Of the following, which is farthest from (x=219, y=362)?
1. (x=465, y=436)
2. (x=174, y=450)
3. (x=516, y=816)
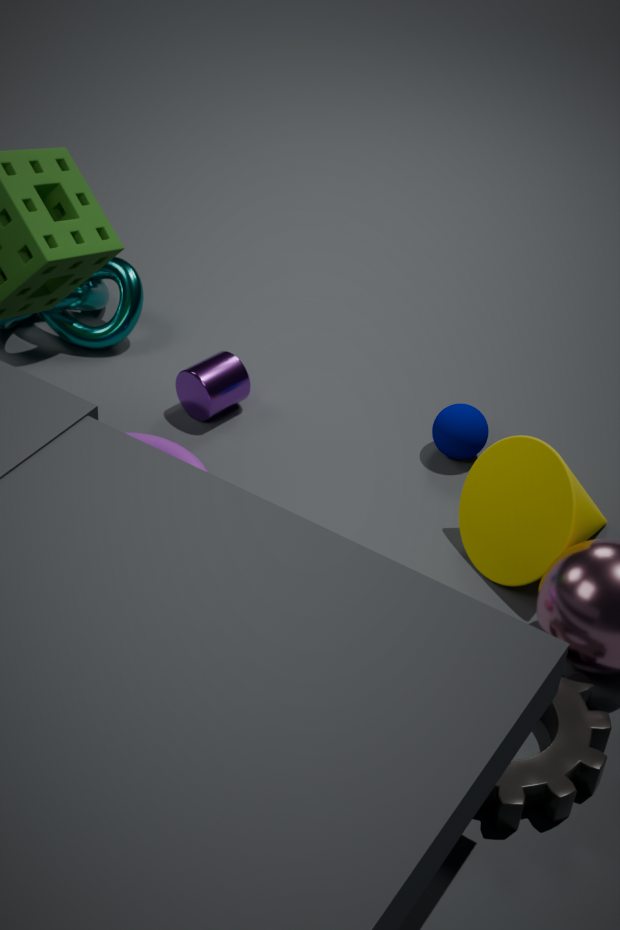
(x=516, y=816)
